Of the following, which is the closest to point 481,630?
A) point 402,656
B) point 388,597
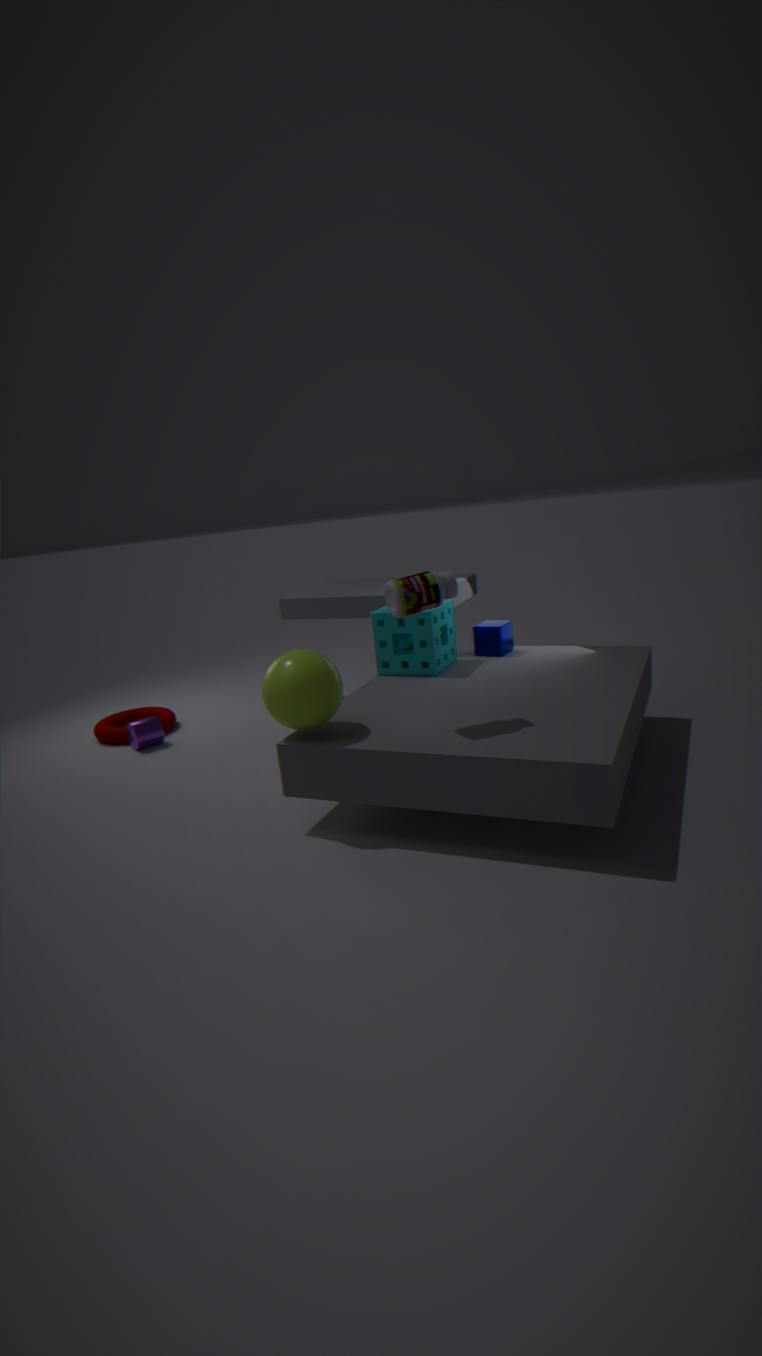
point 402,656
